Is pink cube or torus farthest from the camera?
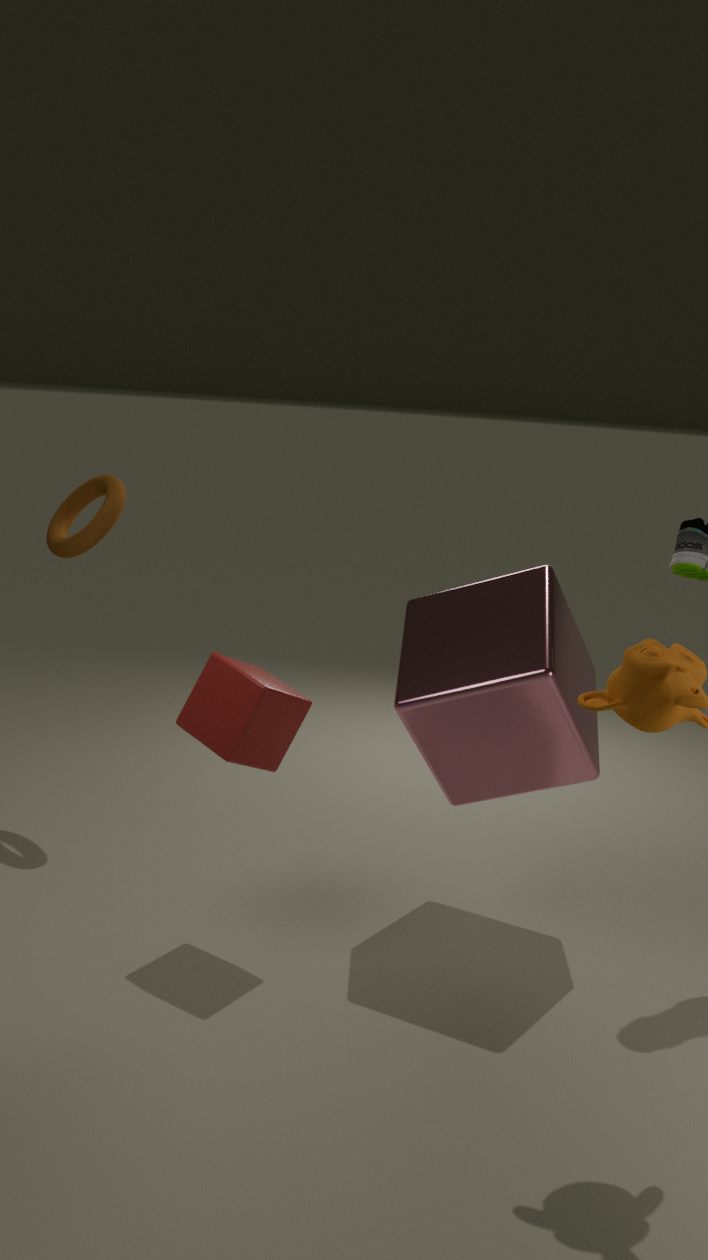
torus
